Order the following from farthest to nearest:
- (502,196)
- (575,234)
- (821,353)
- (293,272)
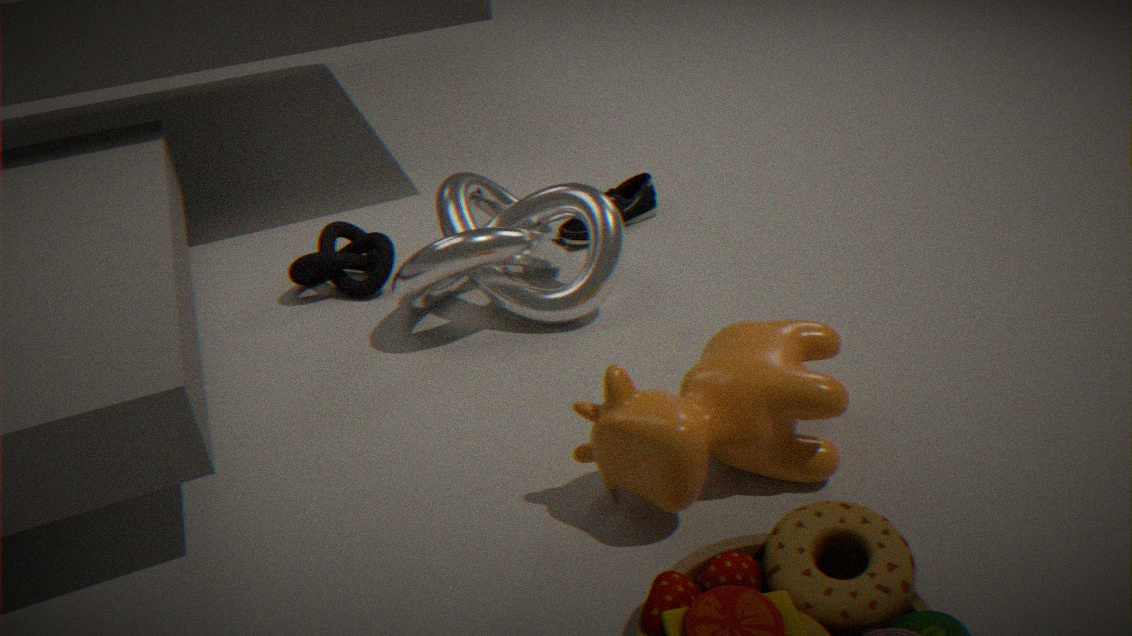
(575,234) < (502,196) < (293,272) < (821,353)
